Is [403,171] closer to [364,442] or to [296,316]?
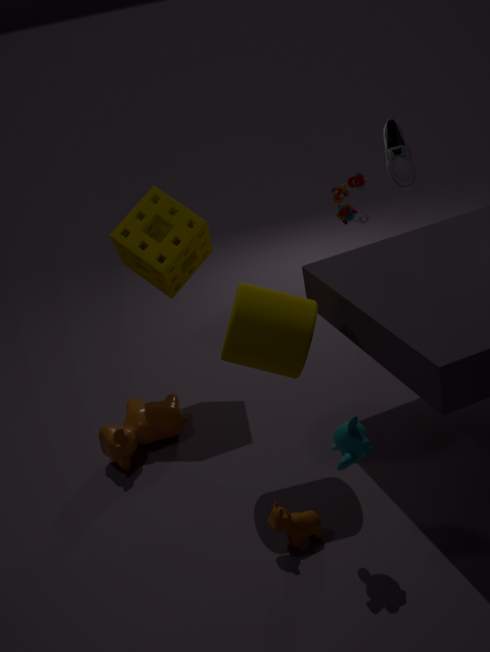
[296,316]
